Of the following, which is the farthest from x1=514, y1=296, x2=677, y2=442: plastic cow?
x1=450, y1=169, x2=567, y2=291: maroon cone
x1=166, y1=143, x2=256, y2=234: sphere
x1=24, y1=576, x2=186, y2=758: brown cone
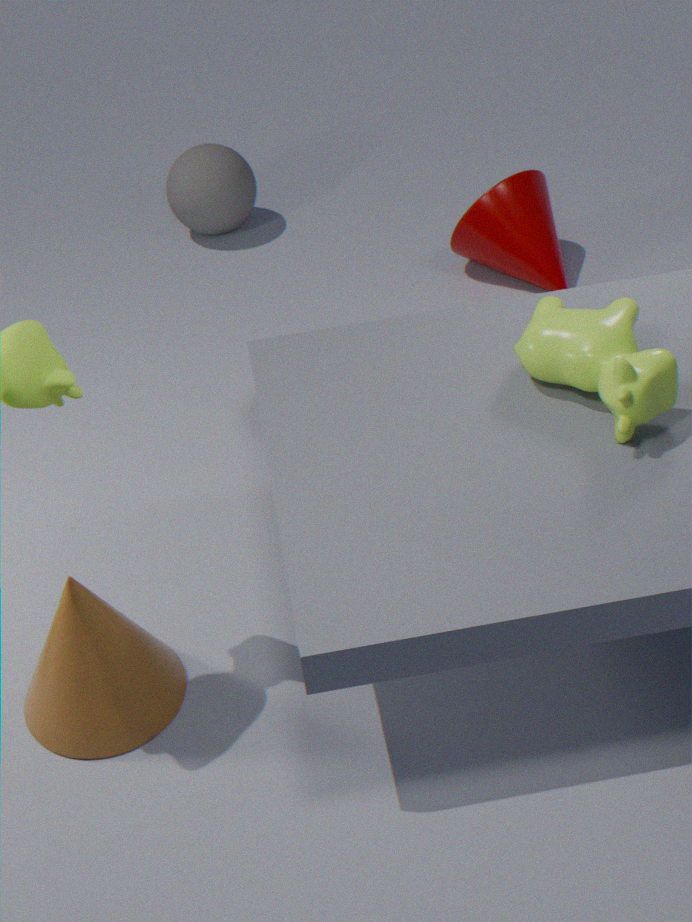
x1=166, y1=143, x2=256, y2=234: sphere
